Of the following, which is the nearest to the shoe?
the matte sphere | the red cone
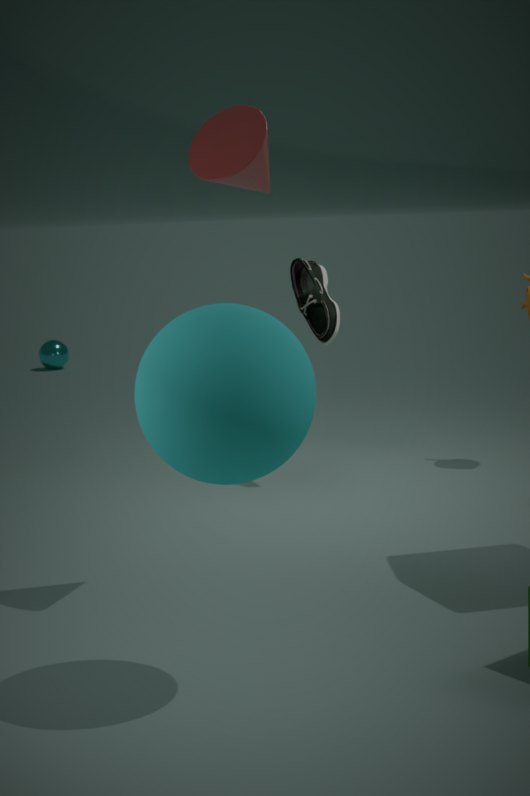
the red cone
